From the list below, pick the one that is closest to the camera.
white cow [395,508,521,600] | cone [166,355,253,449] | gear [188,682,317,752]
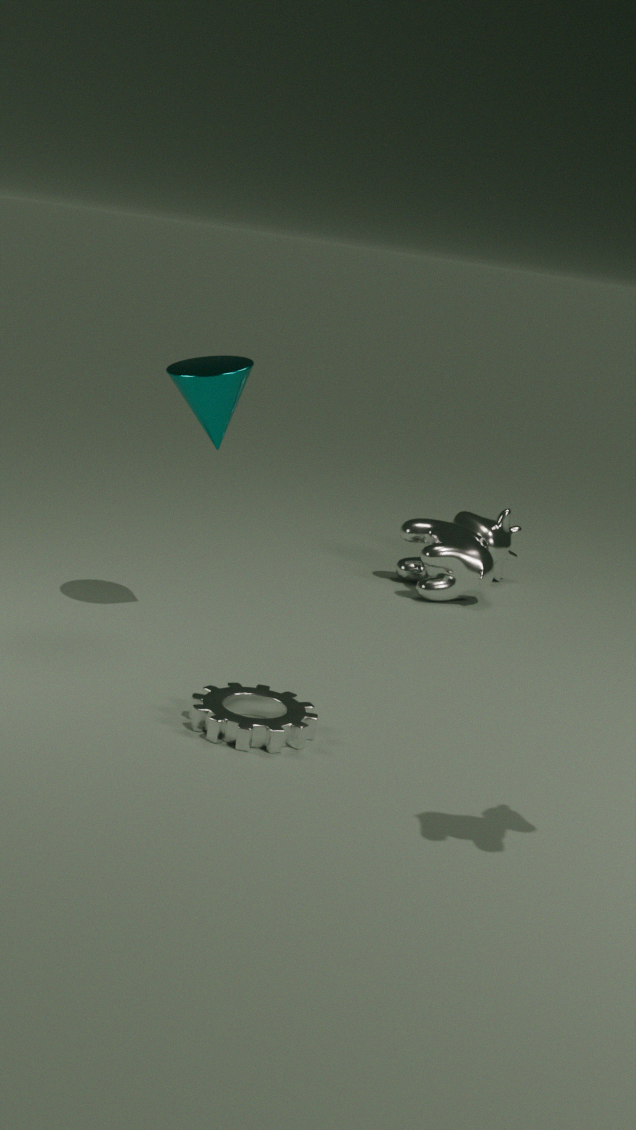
gear [188,682,317,752]
